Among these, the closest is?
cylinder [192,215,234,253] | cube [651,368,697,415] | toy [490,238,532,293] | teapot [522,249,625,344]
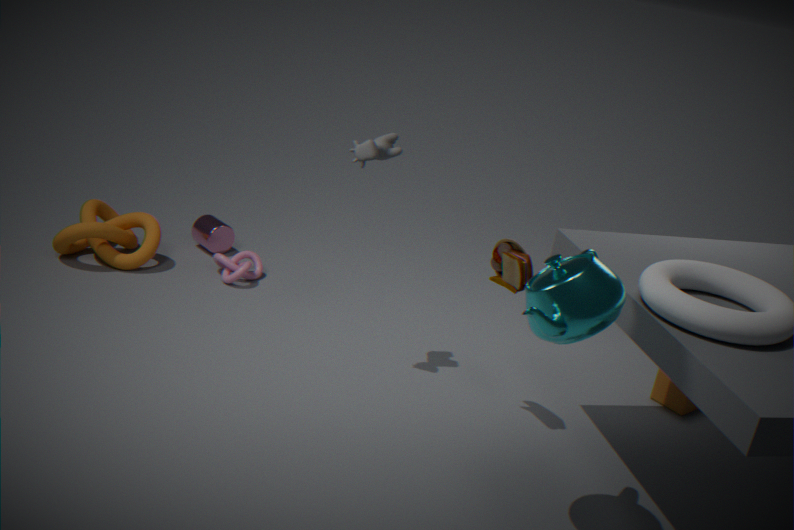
teapot [522,249,625,344]
